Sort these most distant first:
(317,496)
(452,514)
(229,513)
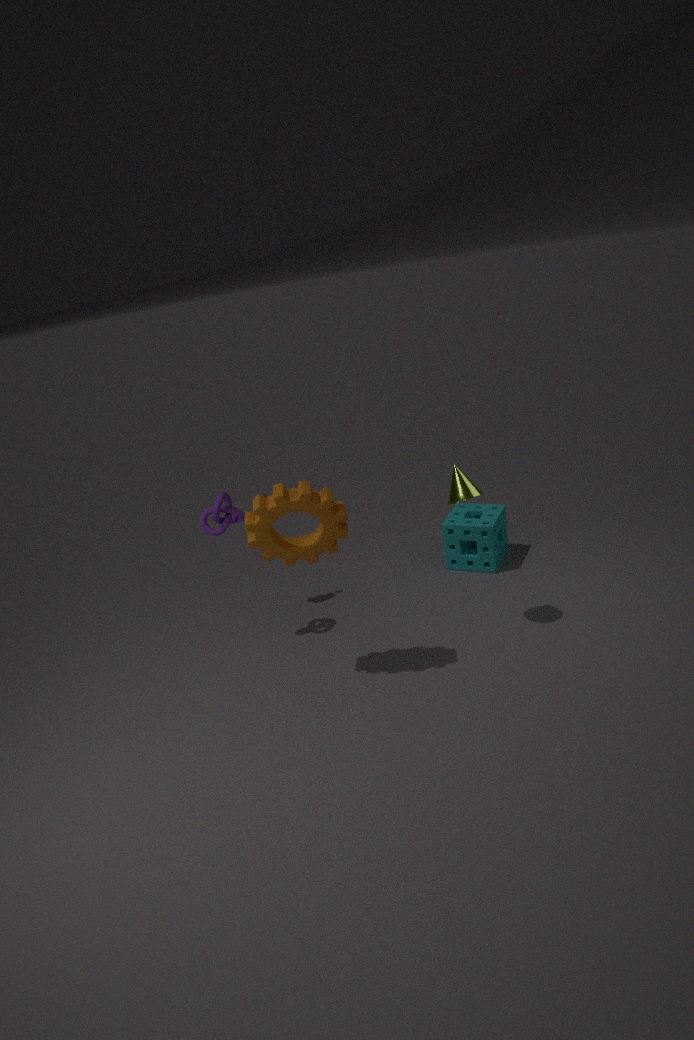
1. (452,514)
2. (229,513)
3. (317,496)
